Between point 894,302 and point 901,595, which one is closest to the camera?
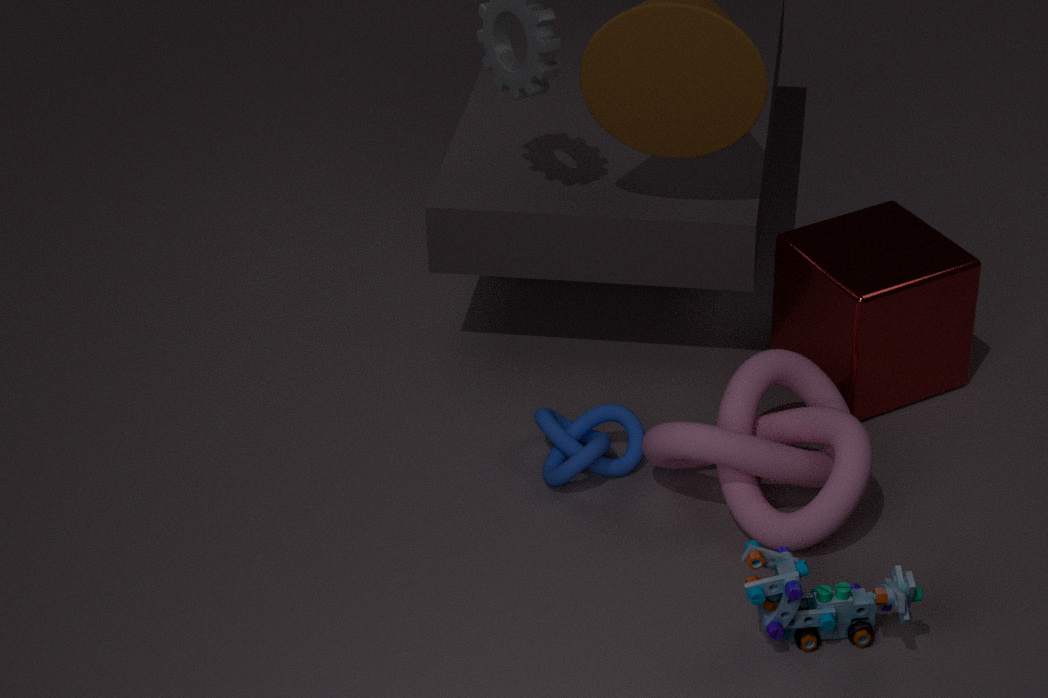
point 901,595
